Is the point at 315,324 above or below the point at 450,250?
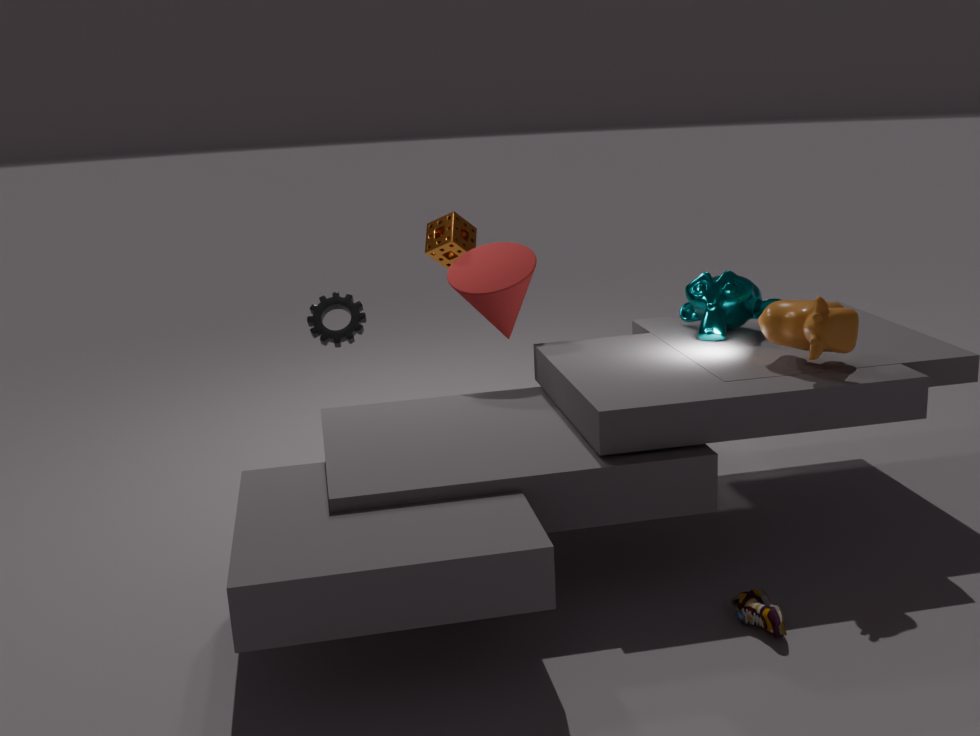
below
